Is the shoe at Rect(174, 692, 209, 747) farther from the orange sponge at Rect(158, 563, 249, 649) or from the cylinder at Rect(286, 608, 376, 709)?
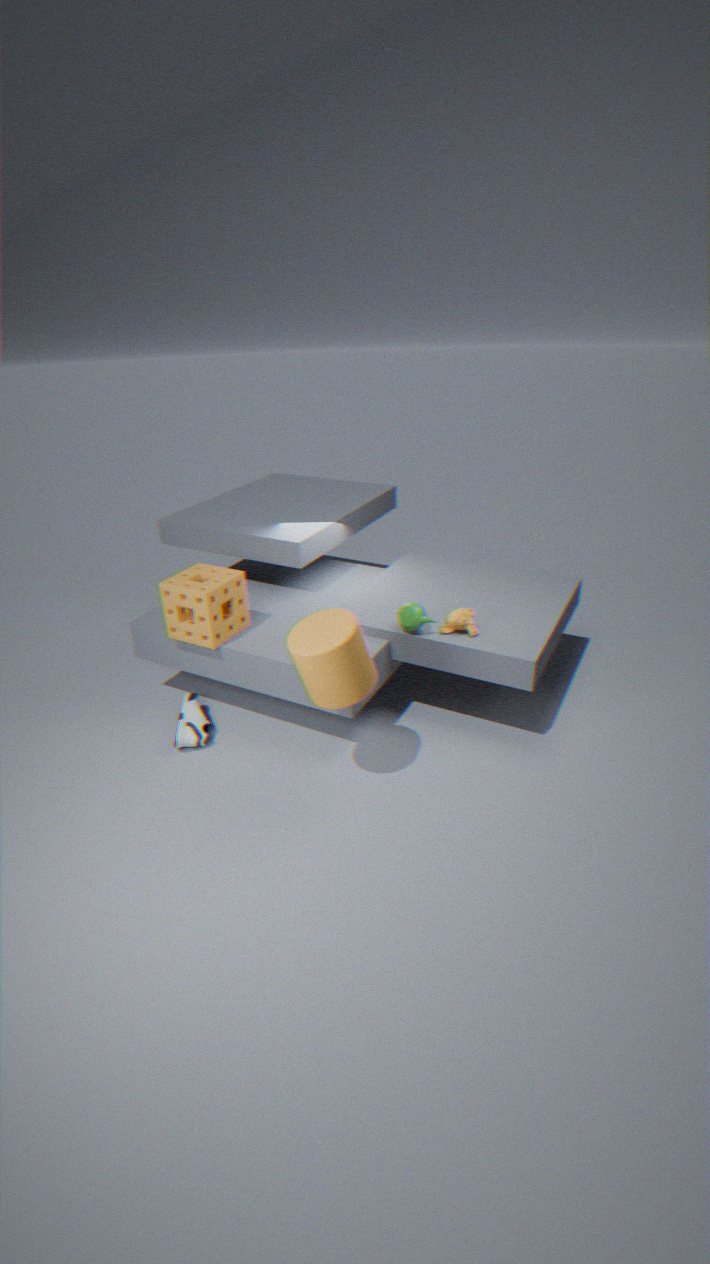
the cylinder at Rect(286, 608, 376, 709)
